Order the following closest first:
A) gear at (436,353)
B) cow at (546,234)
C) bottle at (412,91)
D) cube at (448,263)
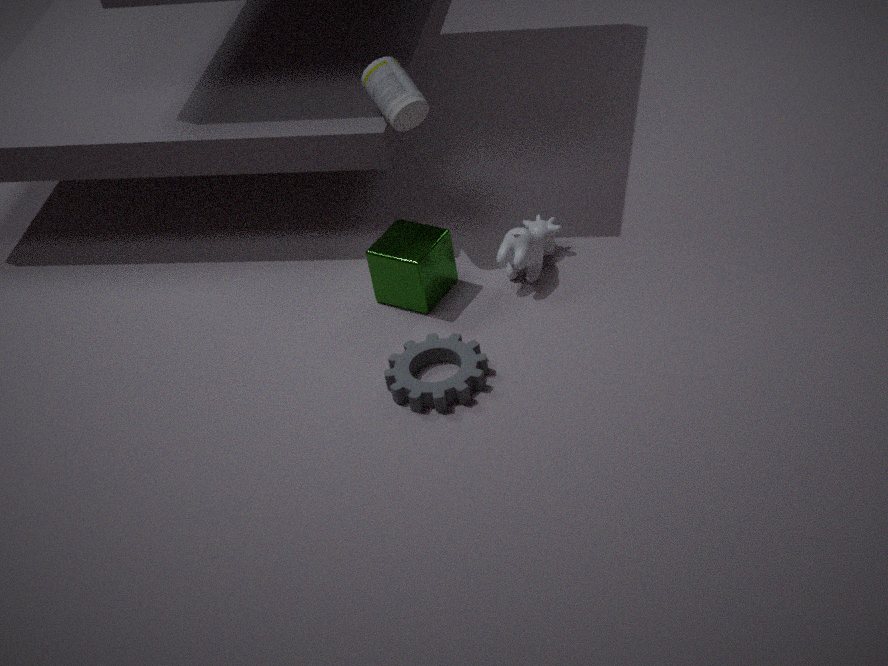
gear at (436,353)
cube at (448,263)
cow at (546,234)
bottle at (412,91)
